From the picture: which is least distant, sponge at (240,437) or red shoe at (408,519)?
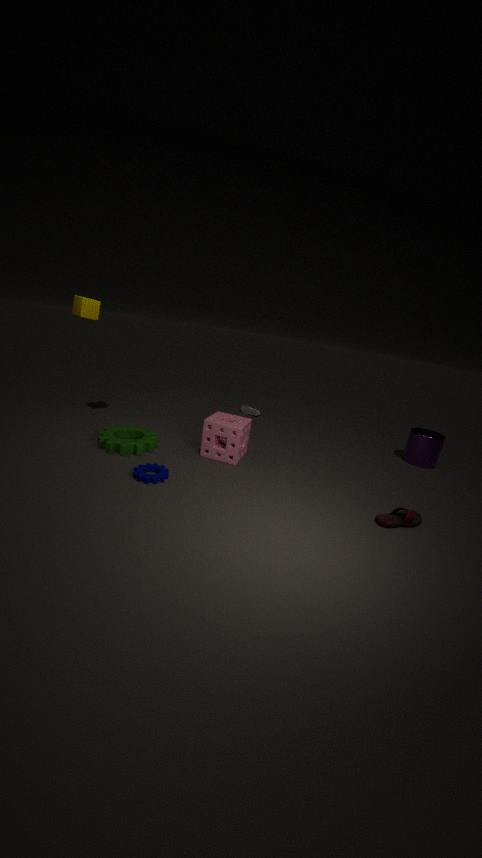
red shoe at (408,519)
